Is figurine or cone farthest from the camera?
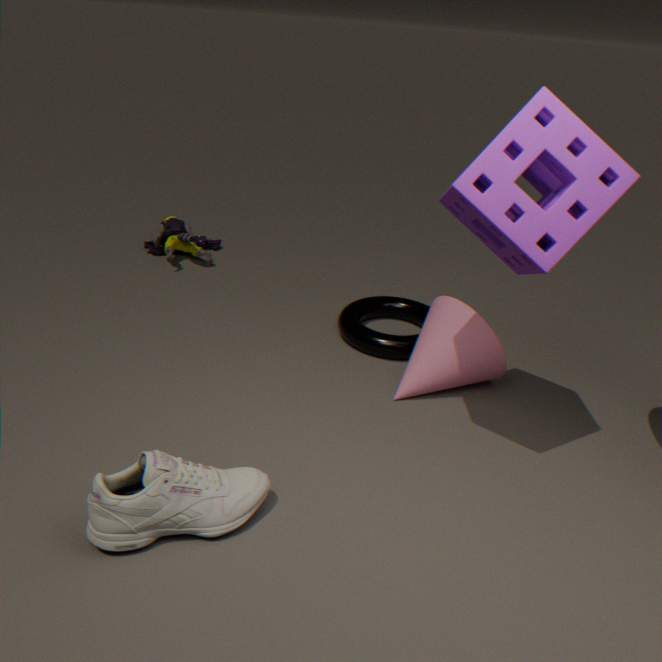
figurine
